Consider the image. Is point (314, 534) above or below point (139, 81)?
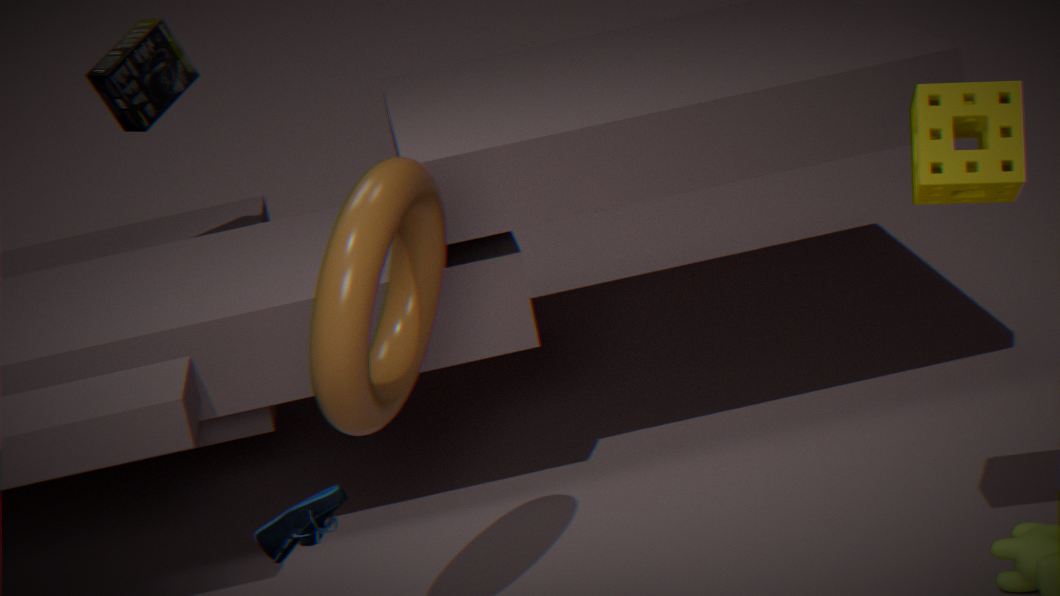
below
